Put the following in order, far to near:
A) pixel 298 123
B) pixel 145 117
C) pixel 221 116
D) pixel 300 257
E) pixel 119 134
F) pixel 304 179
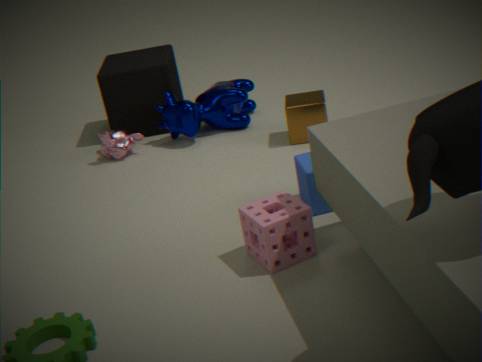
B. pixel 145 117 < C. pixel 221 116 < E. pixel 119 134 < A. pixel 298 123 < F. pixel 304 179 < D. pixel 300 257
